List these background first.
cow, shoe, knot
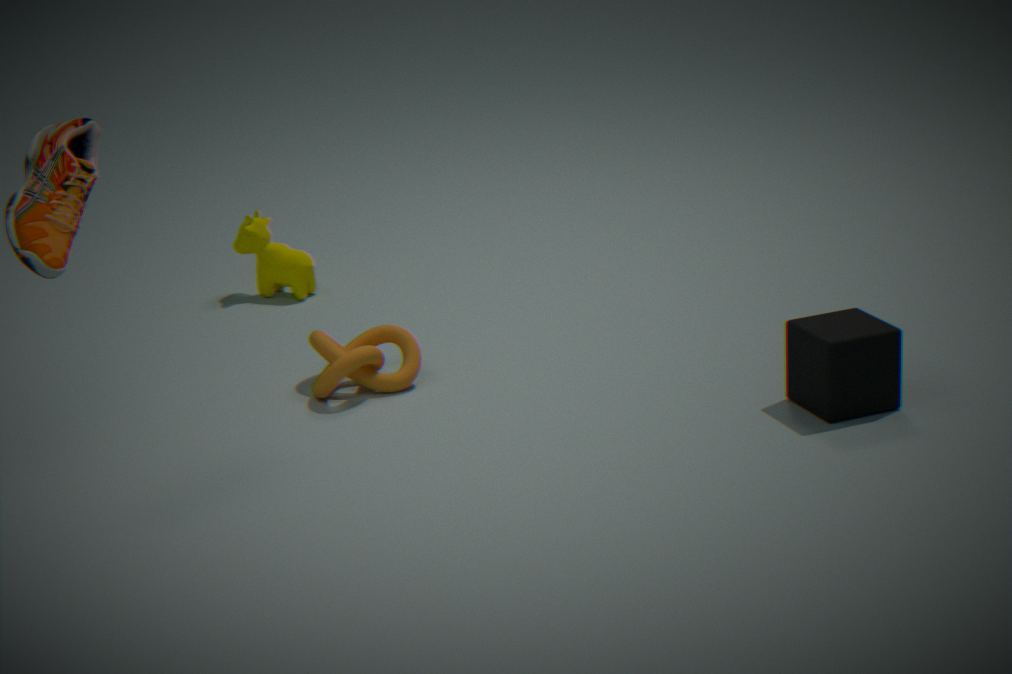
1. cow
2. knot
3. shoe
